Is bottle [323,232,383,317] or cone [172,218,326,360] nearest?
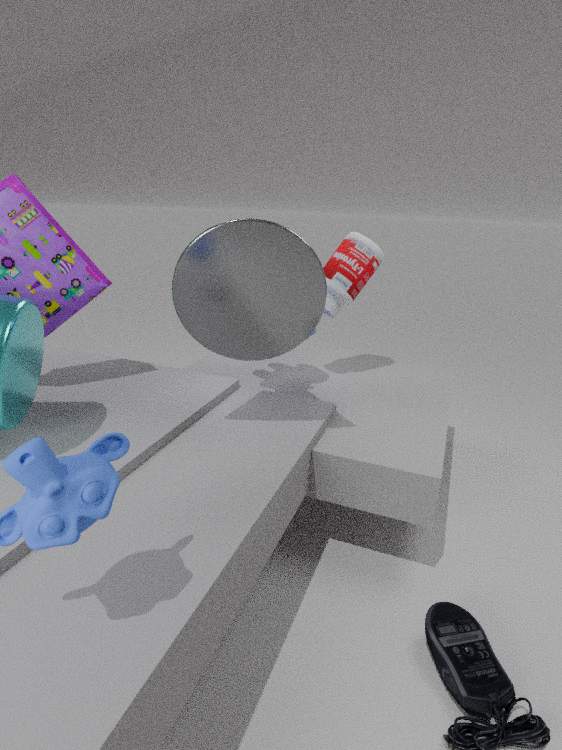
cone [172,218,326,360]
